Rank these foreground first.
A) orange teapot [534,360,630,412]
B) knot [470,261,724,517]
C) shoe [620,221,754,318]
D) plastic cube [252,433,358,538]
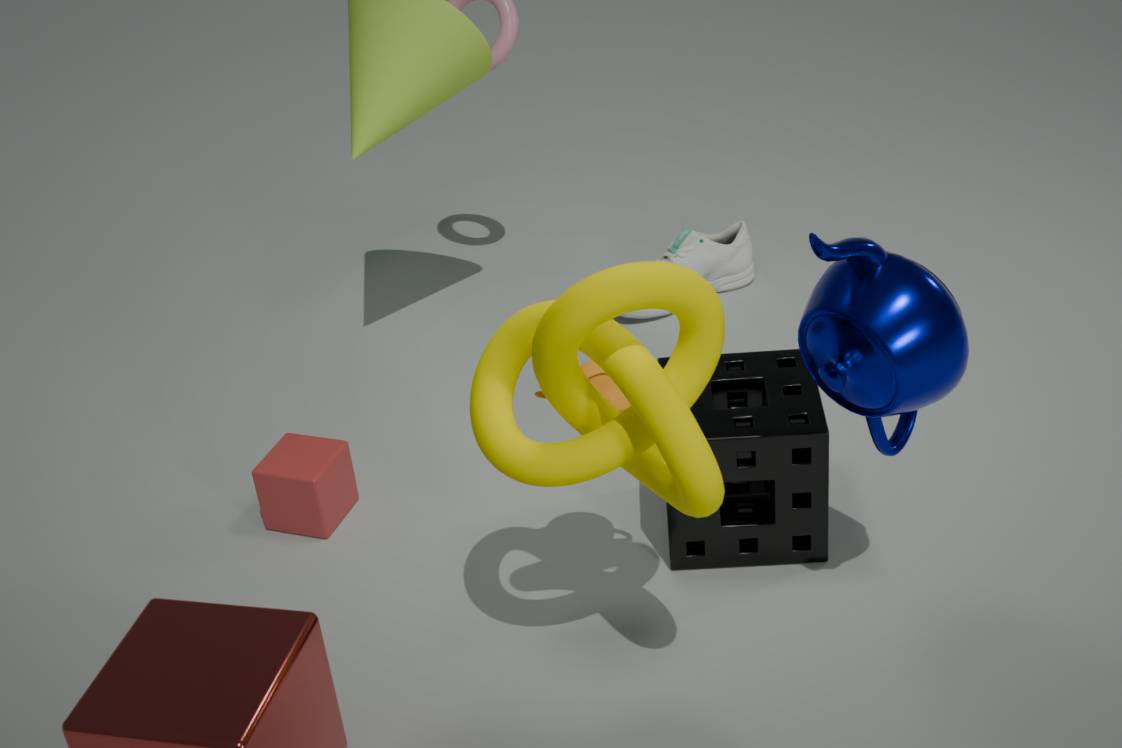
knot [470,261,724,517], orange teapot [534,360,630,412], plastic cube [252,433,358,538], shoe [620,221,754,318]
